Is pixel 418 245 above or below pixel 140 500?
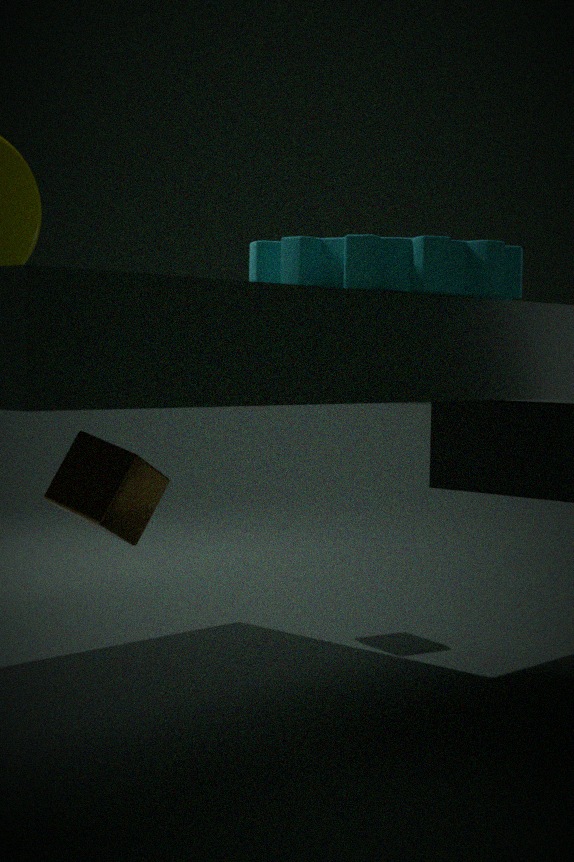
above
